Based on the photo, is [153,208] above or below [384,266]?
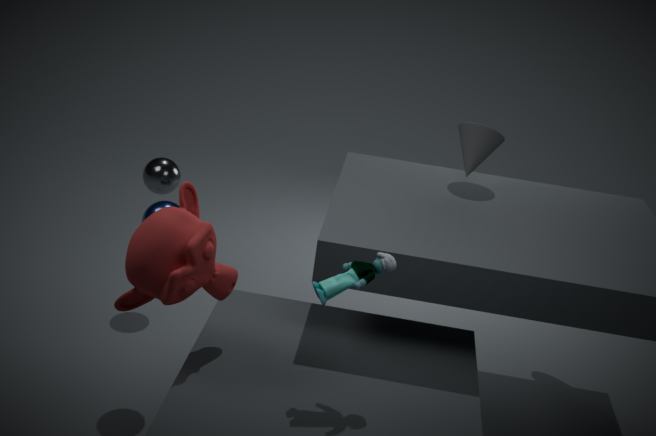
below
